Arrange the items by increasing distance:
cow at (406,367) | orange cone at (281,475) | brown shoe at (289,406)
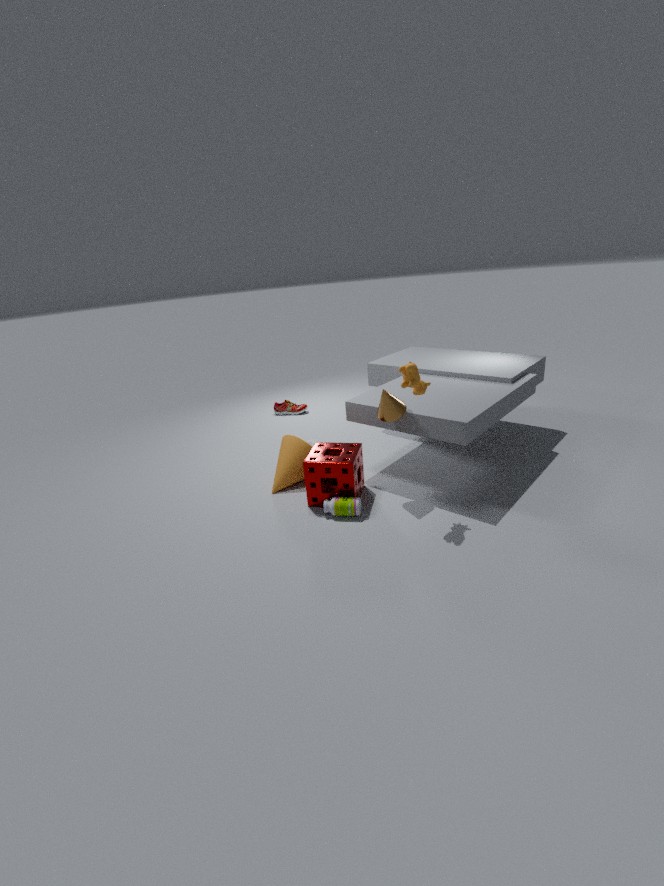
cow at (406,367), orange cone at (281,475), brown shoe at (289,406)
